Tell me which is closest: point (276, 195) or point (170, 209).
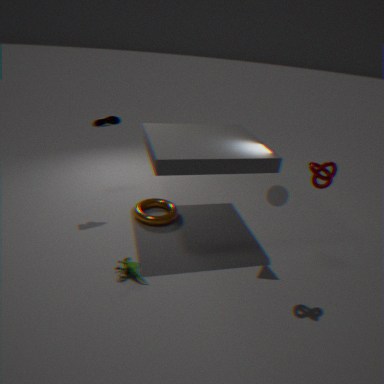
point (276, 195)
